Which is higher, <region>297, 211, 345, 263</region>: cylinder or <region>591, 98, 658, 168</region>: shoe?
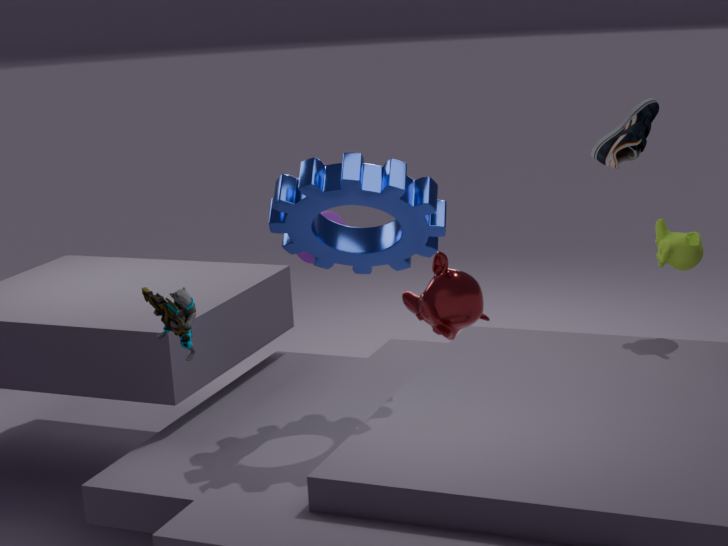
<region>591, 98, 658, 168</region>: shoe
